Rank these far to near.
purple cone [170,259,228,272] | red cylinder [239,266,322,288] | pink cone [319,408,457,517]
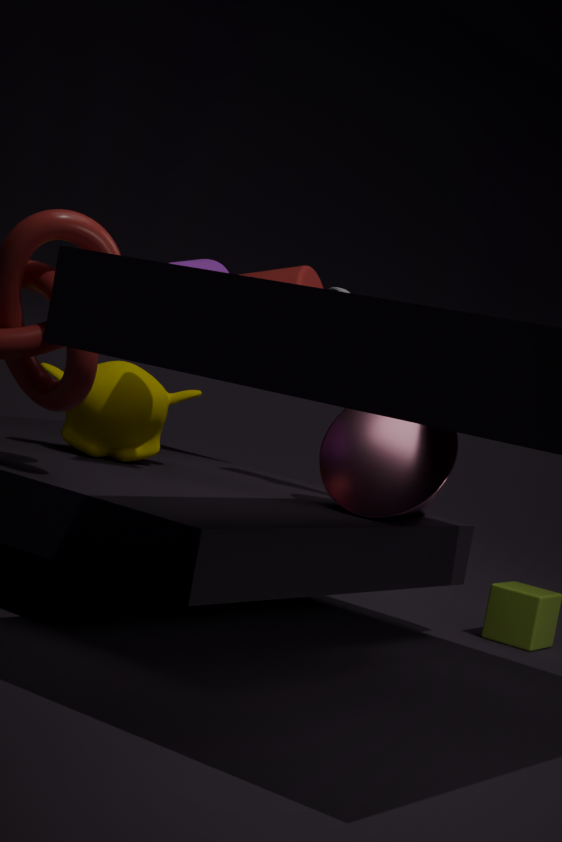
red cylinder [239,266,322,288], pink cone [319,408,457,517], purple cone [170,259,228,272]
